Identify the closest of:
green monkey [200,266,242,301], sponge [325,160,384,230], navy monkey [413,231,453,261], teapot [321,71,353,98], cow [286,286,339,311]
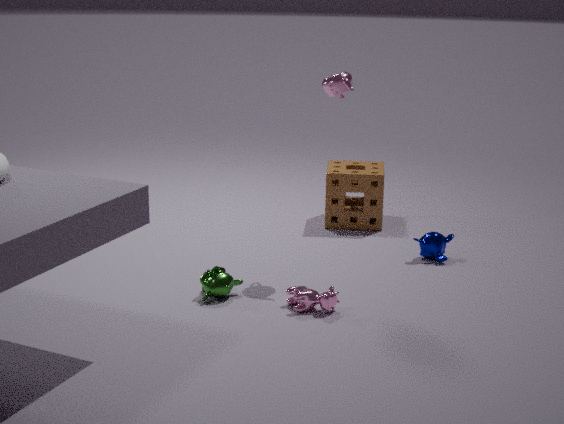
cow [286,286,339,311]
